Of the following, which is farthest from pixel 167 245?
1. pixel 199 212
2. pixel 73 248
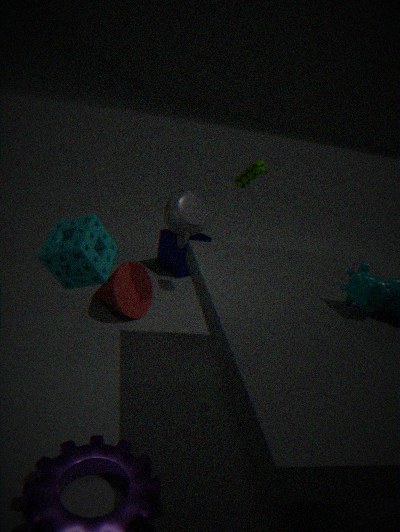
pixel 73 248
